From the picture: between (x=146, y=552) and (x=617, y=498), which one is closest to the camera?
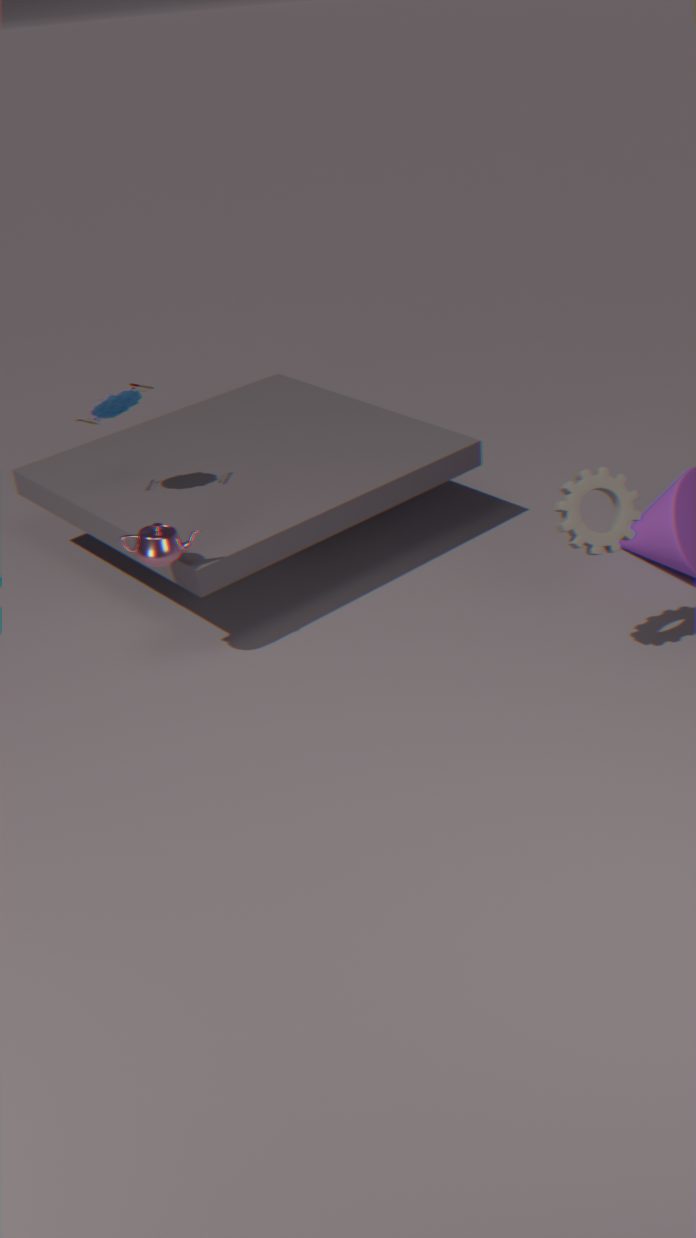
(x=617, y=498)
